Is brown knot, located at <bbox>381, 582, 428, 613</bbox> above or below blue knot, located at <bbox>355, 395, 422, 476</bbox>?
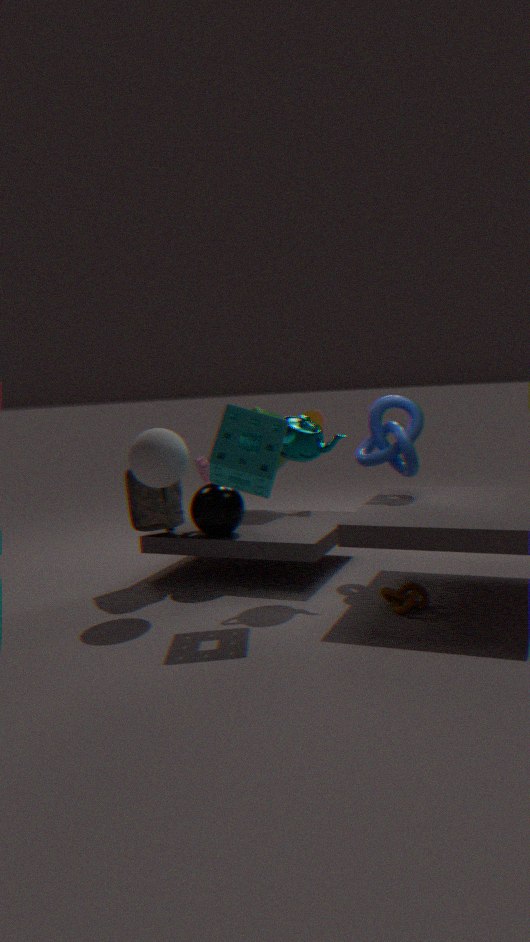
below
